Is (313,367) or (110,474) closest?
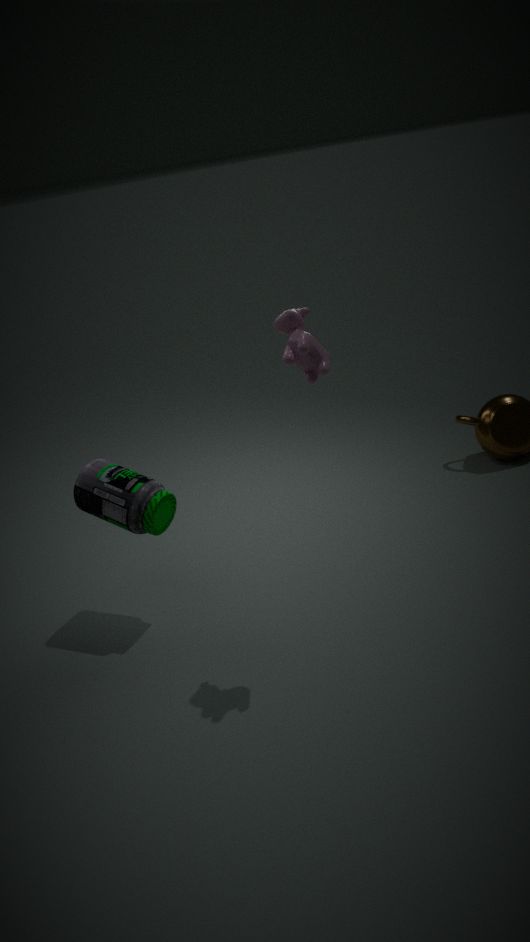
(313,367)
